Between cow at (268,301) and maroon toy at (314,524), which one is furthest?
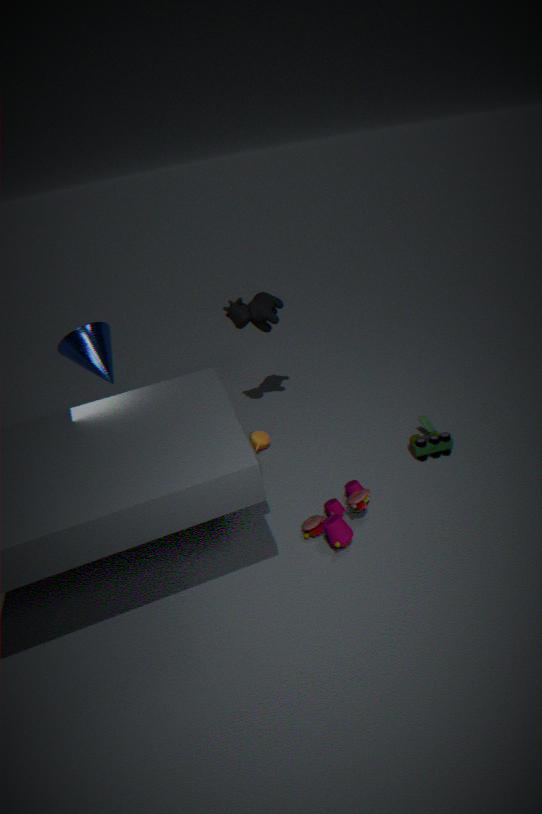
cow at (268,301)
